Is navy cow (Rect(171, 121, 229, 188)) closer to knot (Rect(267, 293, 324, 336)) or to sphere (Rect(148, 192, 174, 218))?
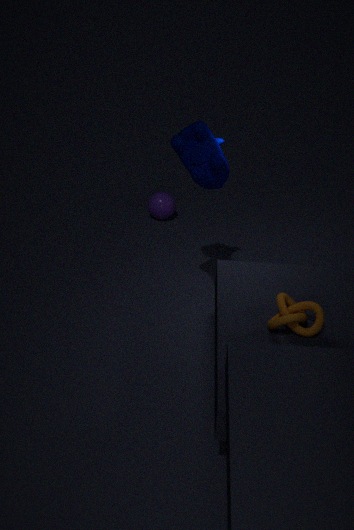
knot (Rect(267, 293, 324, 336))
